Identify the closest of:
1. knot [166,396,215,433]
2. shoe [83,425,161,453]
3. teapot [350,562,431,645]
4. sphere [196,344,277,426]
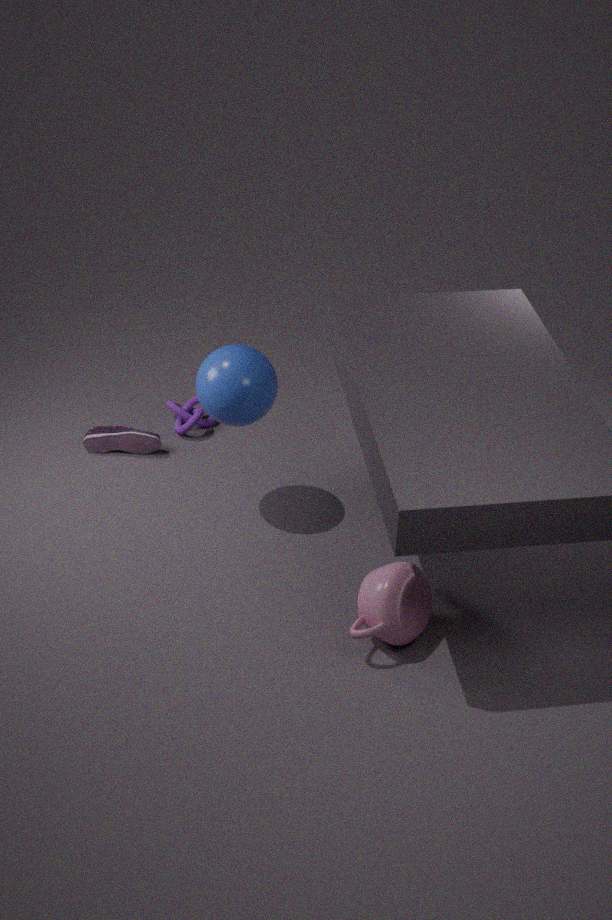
teapot [350,562,431,645]
